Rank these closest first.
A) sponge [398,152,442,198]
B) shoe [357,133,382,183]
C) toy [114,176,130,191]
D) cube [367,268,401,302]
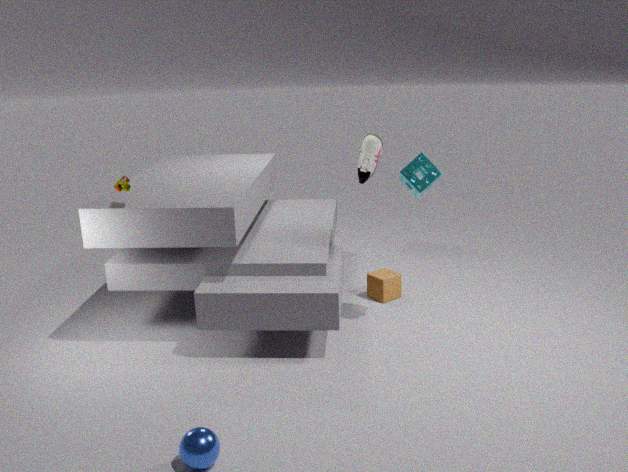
1. toy [114,176,130,191]
2. sponge [398,152,442,198]
3. cube [367,268,401,302]
4. shoe [357,133,382,183]
